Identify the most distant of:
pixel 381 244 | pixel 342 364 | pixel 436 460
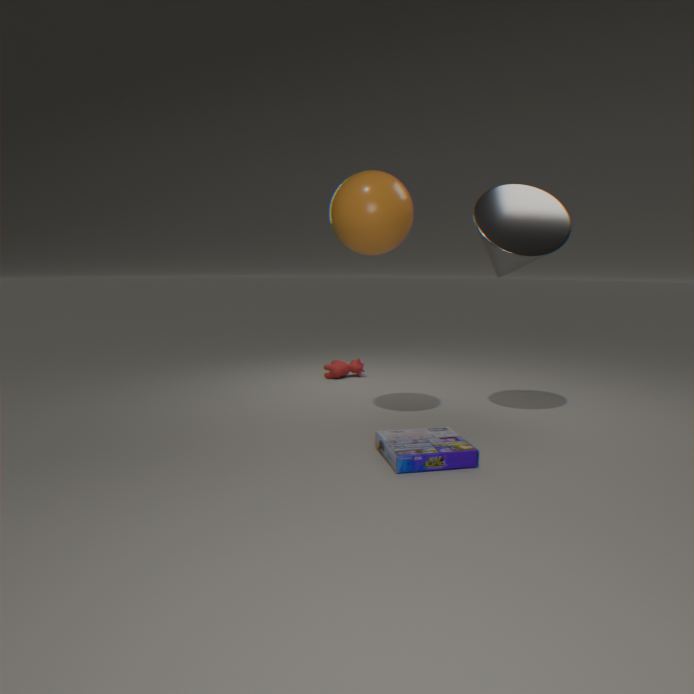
pixel 342 364
